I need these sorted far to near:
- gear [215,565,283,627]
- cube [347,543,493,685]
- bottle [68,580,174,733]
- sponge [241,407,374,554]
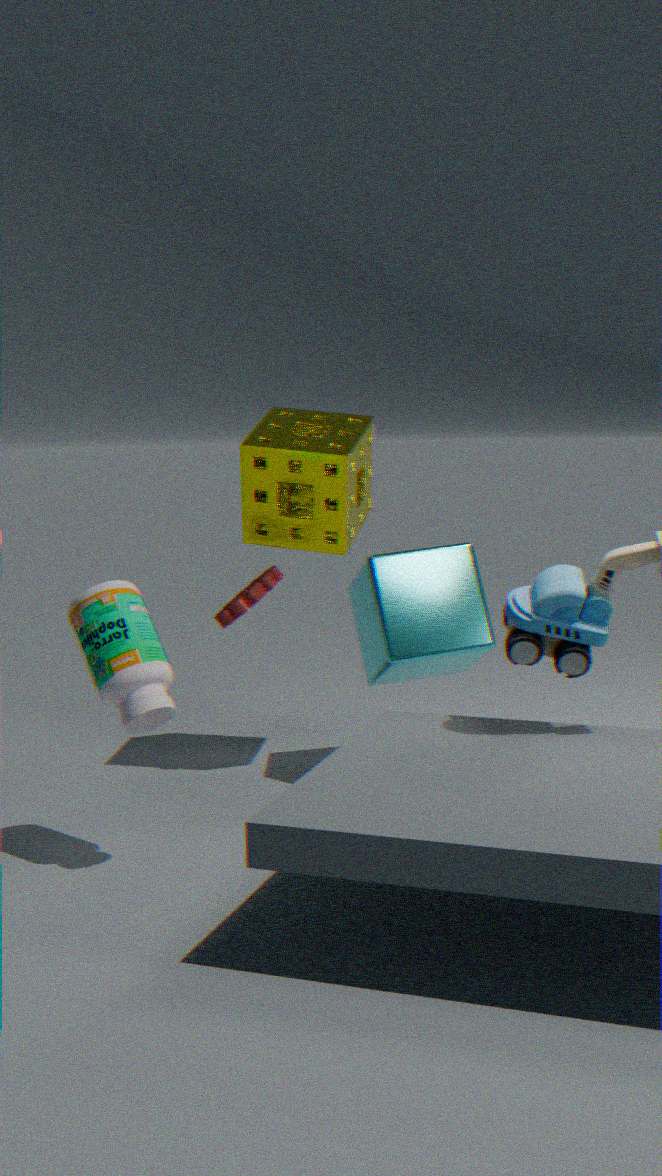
gear [215,565,283,627], sponge [241,407,374,554], cube [347,543,493,685], bottle [68,580,174,733]
